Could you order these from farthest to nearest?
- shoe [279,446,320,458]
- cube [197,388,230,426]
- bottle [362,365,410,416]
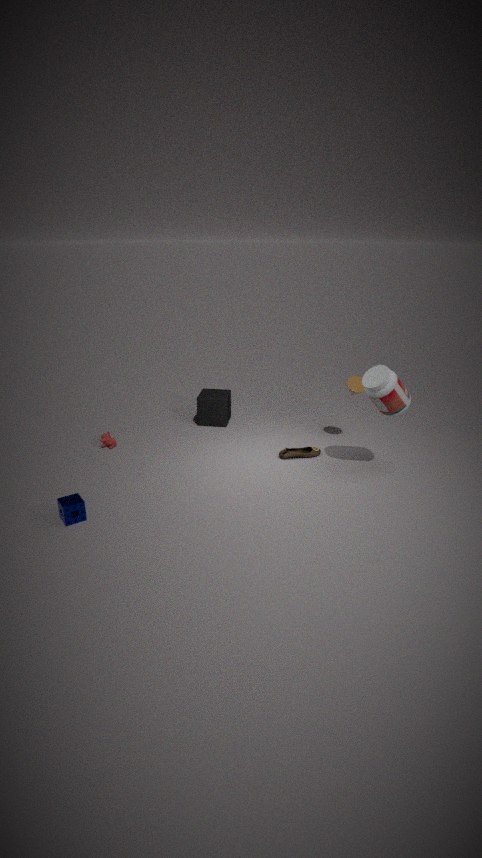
cube [197,388,230,426], shoe [279,446,320,458], bottle [362,365,410,416]
